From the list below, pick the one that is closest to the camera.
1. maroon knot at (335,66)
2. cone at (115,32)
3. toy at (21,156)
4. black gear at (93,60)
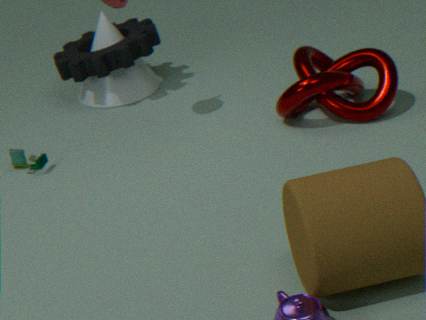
maroon knot at (335,66)
